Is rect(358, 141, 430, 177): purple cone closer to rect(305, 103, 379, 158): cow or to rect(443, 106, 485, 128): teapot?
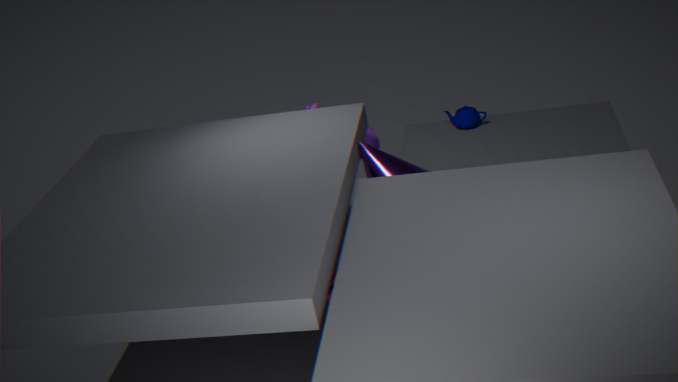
rect(305, 103, 379, 158): cow
